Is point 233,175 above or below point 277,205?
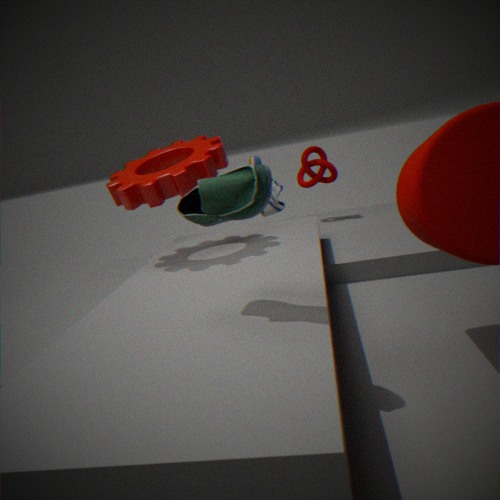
above
